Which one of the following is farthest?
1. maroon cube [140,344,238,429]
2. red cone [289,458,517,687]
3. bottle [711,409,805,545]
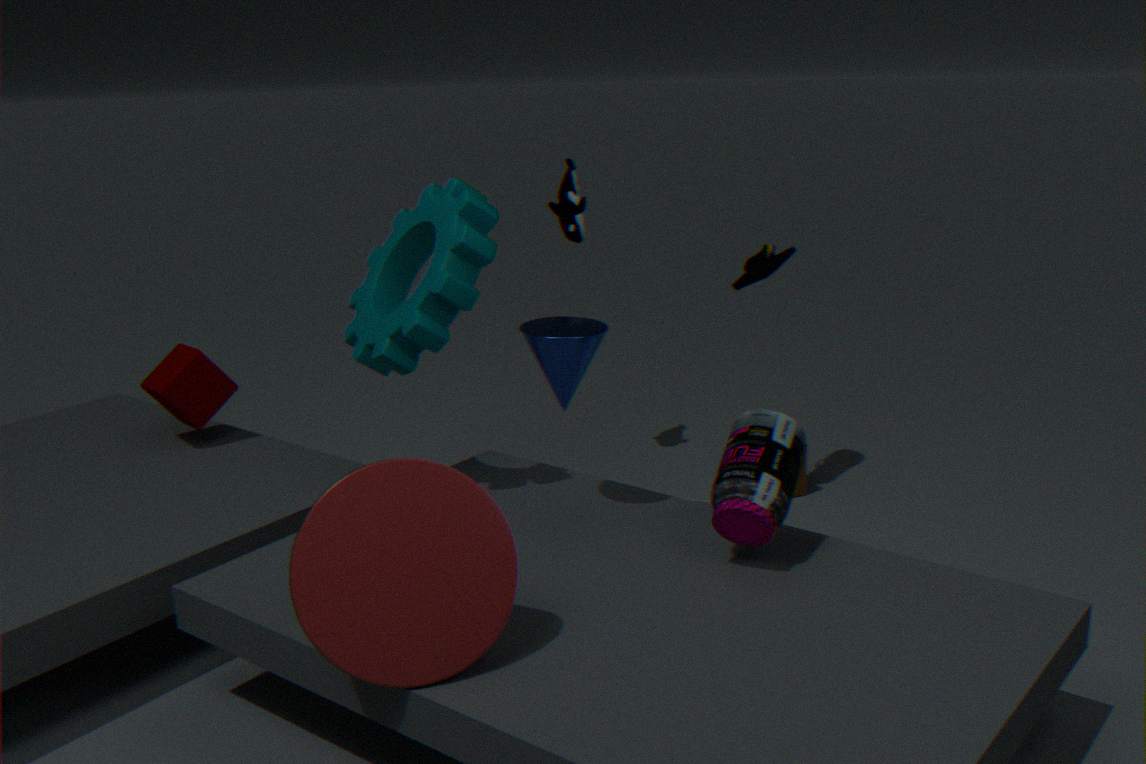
maroon cube [140,344,238,429]
